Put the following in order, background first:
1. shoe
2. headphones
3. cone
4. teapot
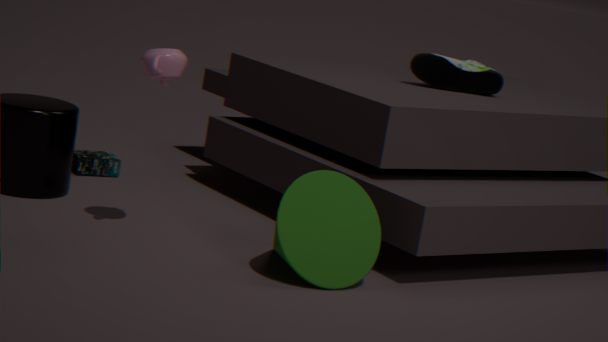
shoe, headphones, teapot, cone
